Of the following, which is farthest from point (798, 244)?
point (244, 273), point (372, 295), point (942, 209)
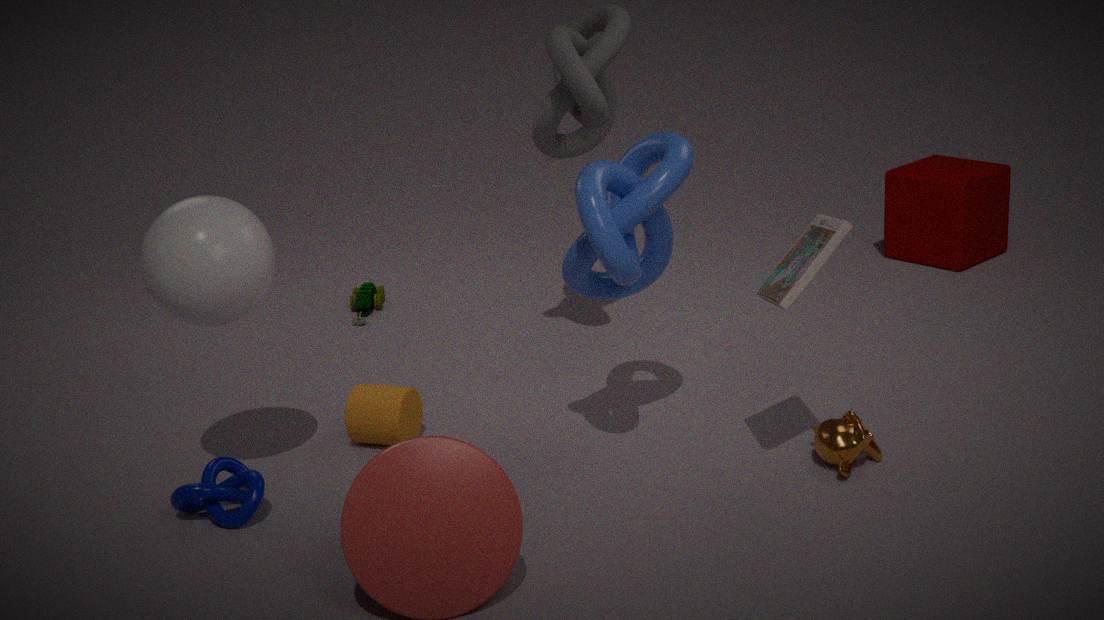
point (372, 295)
